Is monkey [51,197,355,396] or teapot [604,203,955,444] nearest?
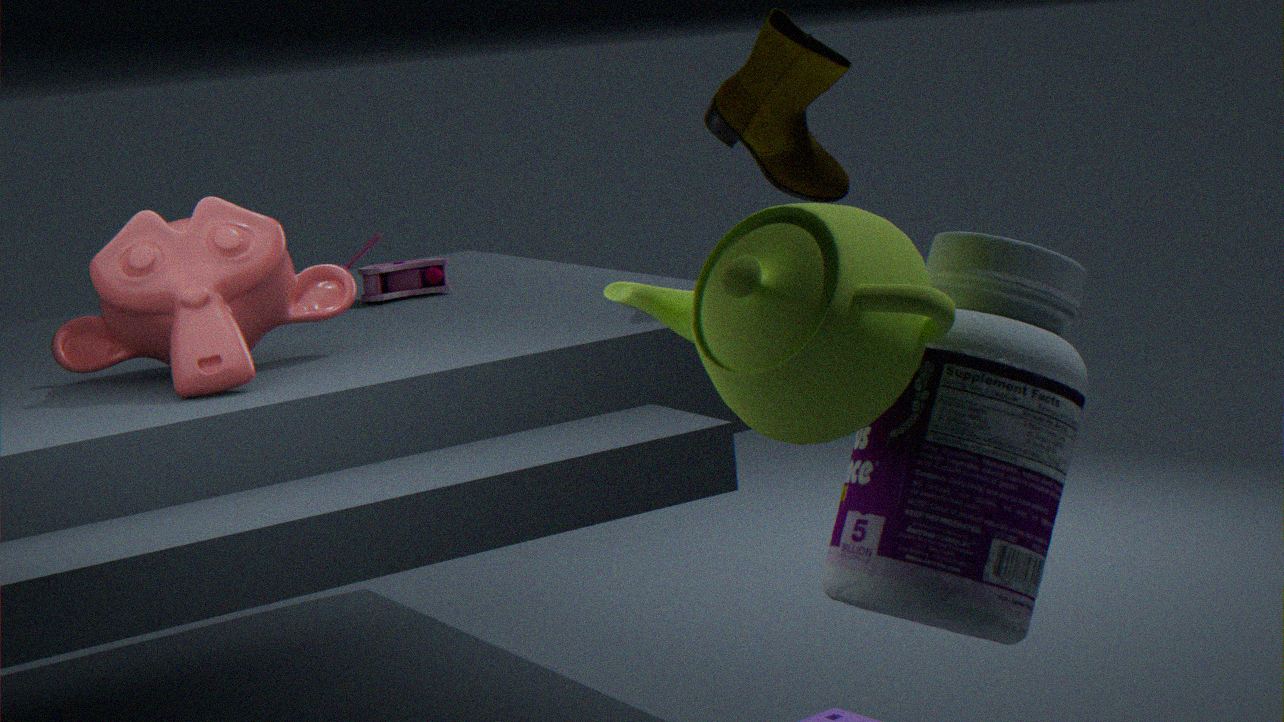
teapot [604,203,955,444]
